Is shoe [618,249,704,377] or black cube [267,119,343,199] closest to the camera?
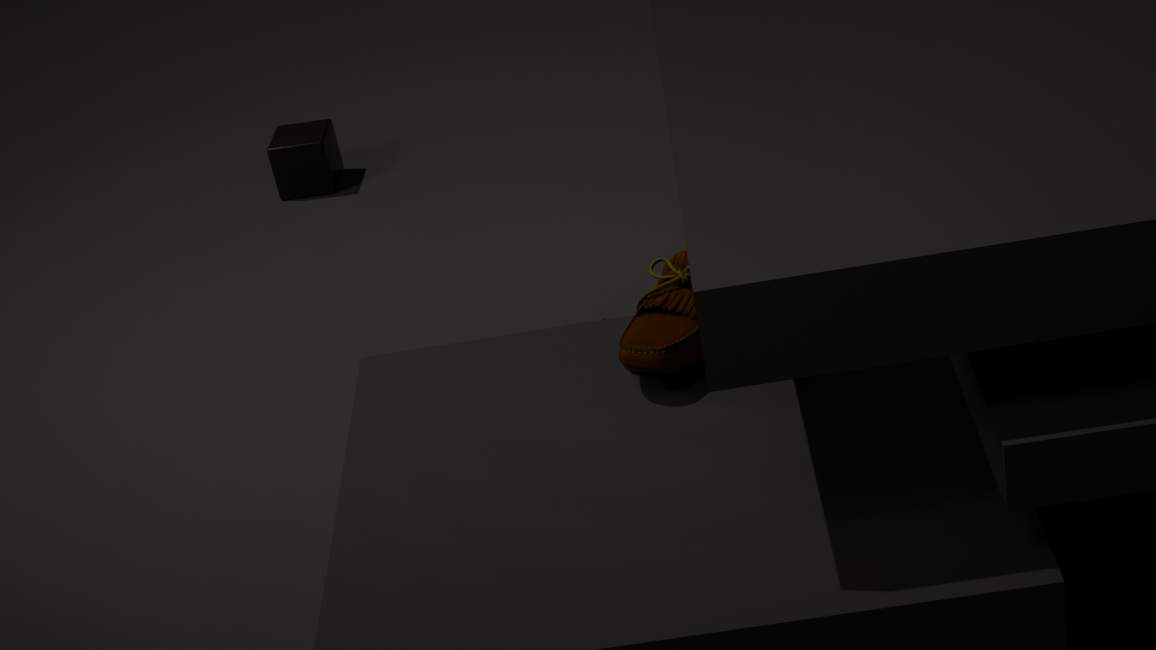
shoe [618,249,704,377]
